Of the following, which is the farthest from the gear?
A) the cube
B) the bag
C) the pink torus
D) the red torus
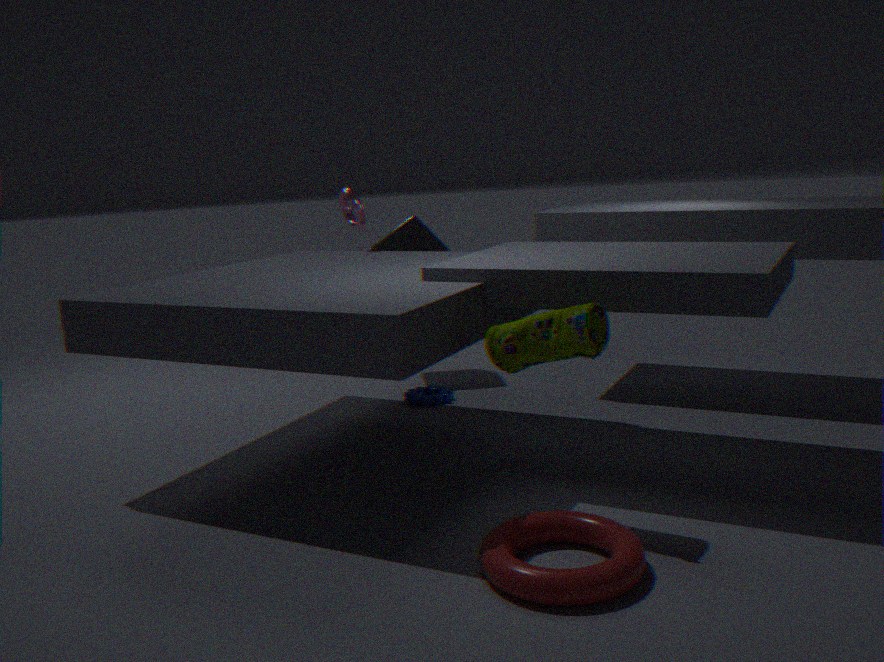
the red torus
